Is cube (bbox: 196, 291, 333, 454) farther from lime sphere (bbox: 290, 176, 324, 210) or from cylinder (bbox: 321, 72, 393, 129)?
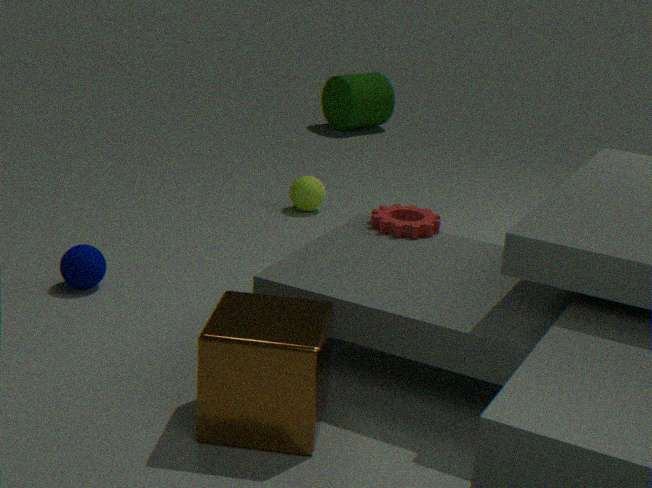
cylinder (bbox: 321, 72, 393, 129)
